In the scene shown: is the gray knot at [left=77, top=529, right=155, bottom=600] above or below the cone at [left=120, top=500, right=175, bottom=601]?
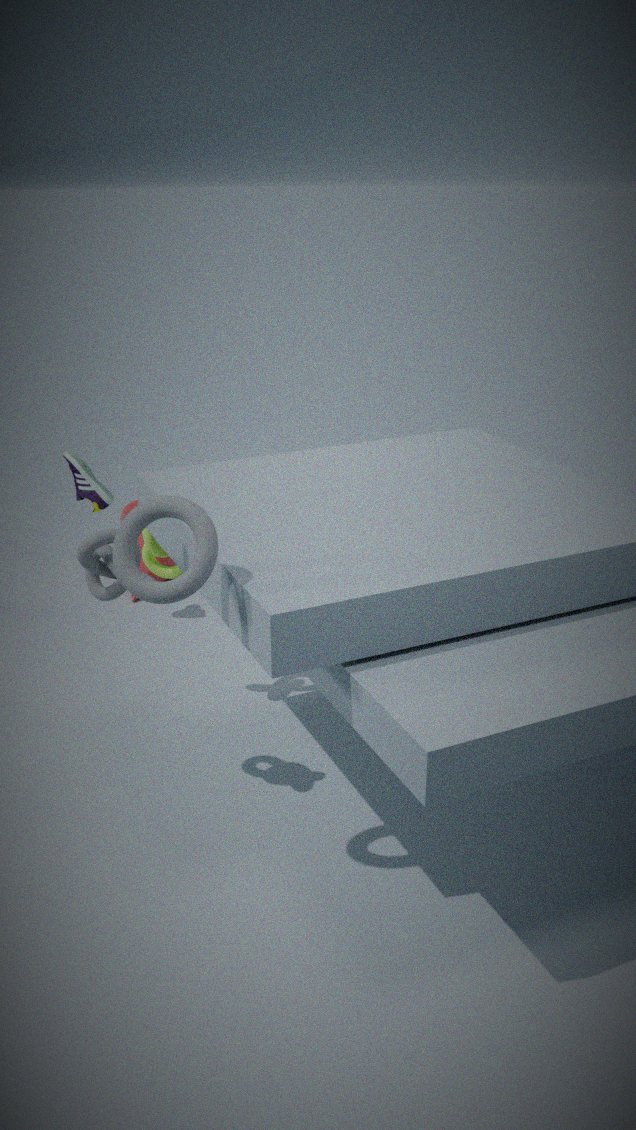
above
